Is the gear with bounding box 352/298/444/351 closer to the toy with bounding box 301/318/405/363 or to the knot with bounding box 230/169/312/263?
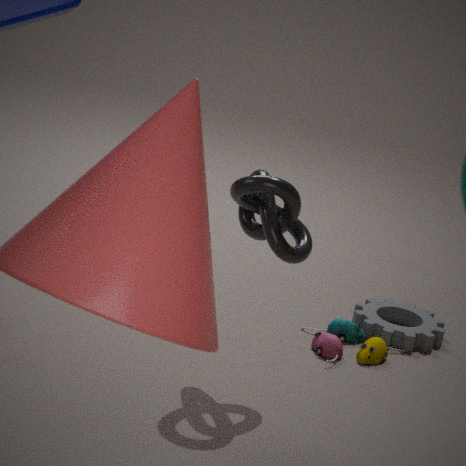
the toy with bounding box 301/318/405/363
